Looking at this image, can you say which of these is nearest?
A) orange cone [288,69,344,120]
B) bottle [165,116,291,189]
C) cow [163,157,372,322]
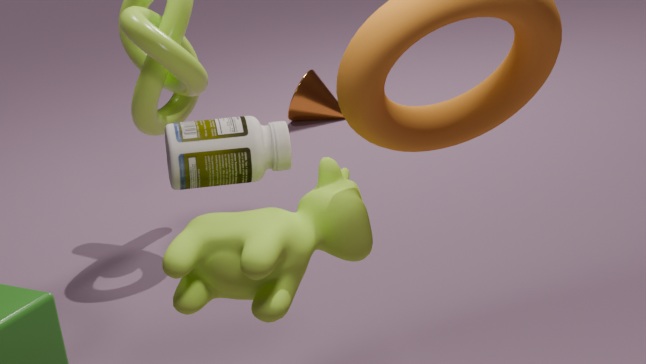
cow [163,157,372,322]
